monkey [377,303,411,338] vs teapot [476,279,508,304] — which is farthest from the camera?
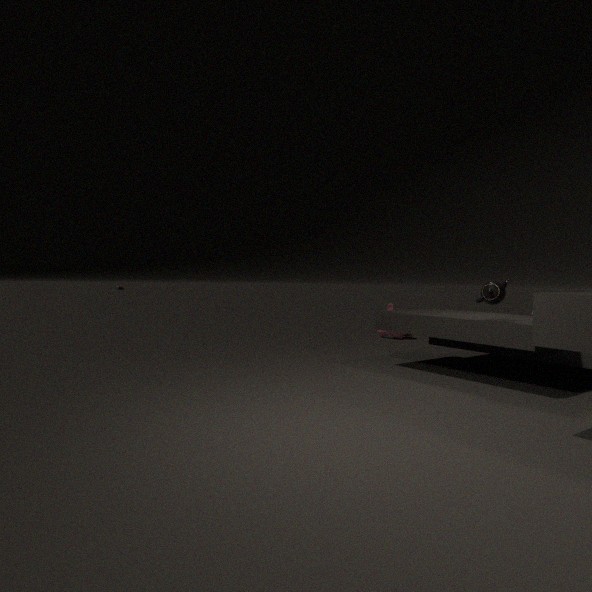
monkey [377,303,411,338]
